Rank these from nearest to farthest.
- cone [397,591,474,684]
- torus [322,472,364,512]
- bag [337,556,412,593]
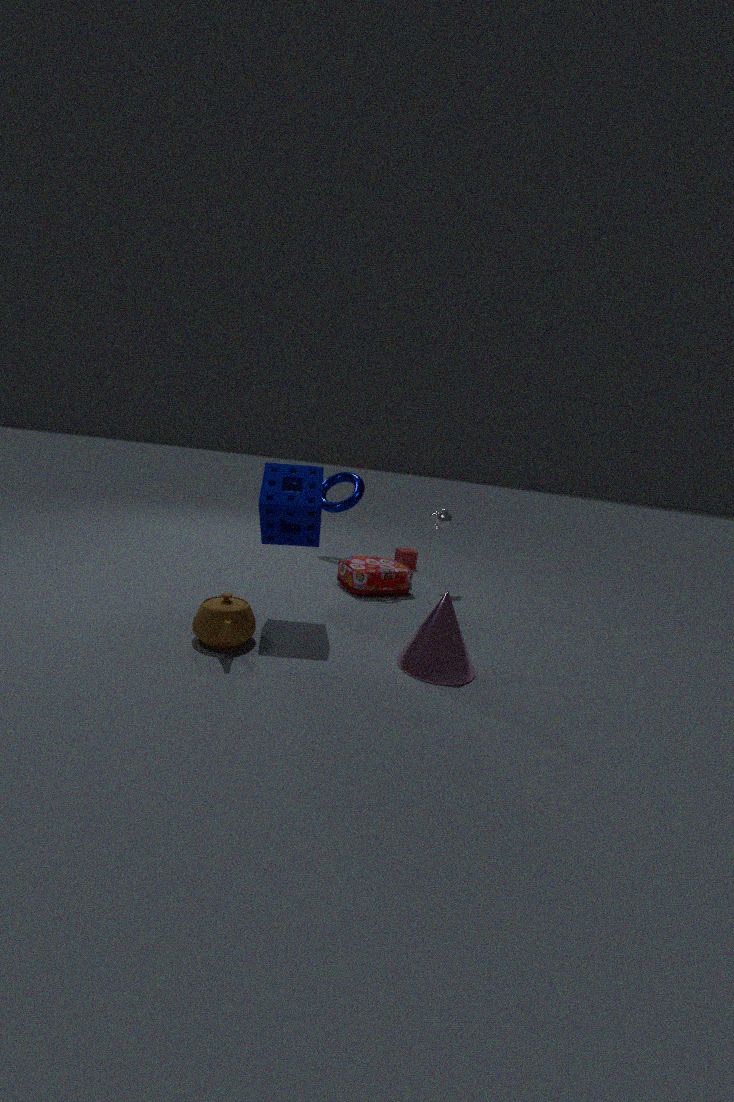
cone [397,591,474,684]
bag [337,556,412,593]
torus [322,472,364,512]
